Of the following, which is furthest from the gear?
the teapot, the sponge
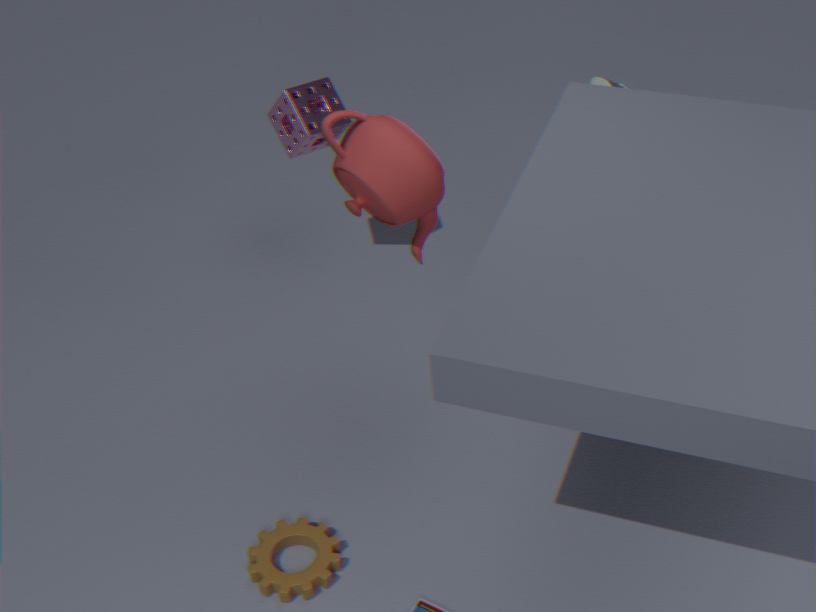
the sponge
